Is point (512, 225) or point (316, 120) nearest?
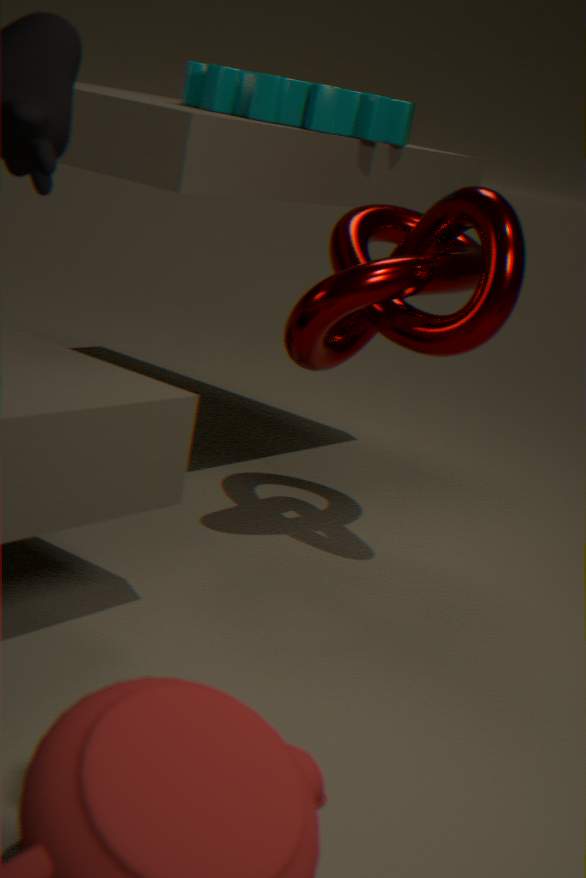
point (512, 225)
